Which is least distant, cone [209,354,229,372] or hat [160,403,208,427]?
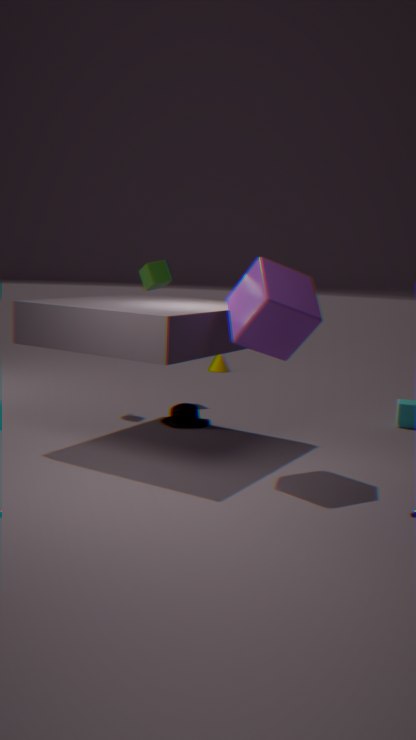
hat [160,403,208,427]
